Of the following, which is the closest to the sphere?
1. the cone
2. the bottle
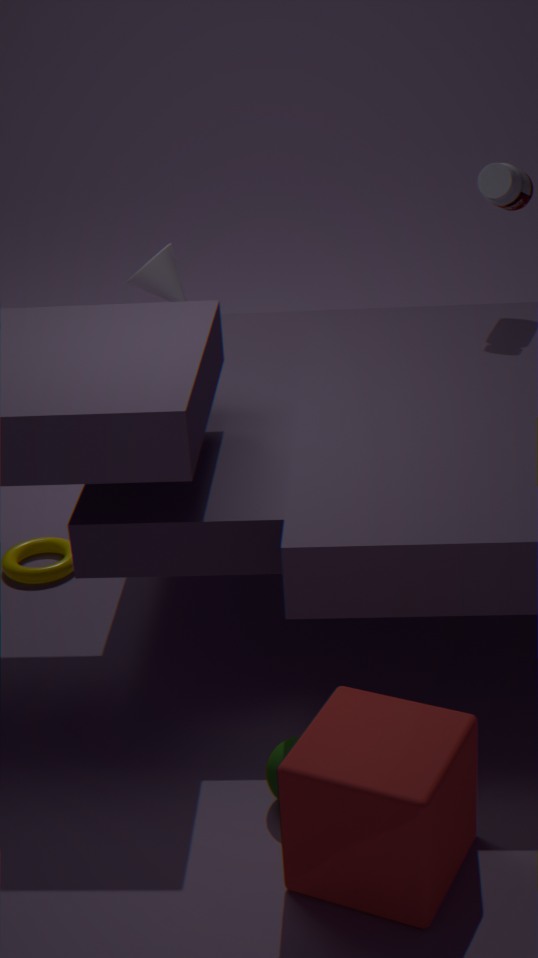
the cone
